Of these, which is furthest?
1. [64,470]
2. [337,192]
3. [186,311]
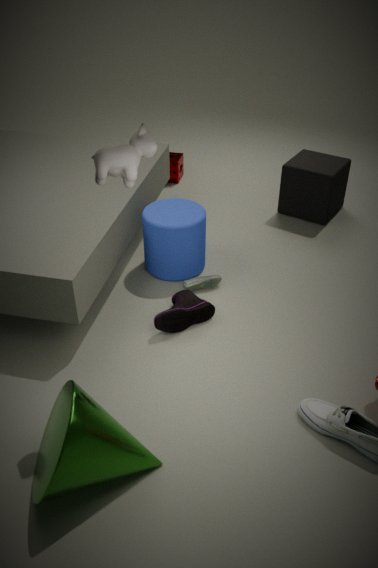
[337,192]
